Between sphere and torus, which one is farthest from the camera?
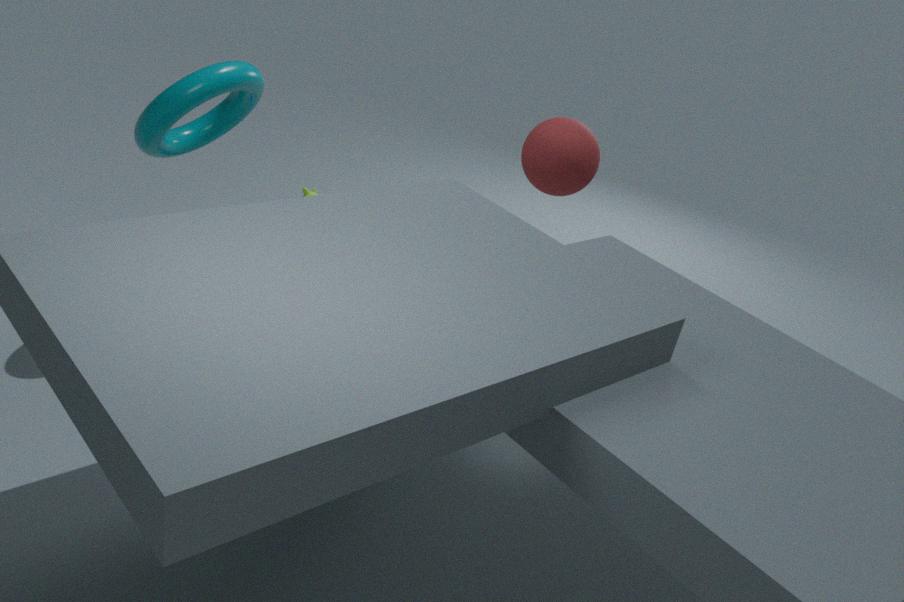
sphere
